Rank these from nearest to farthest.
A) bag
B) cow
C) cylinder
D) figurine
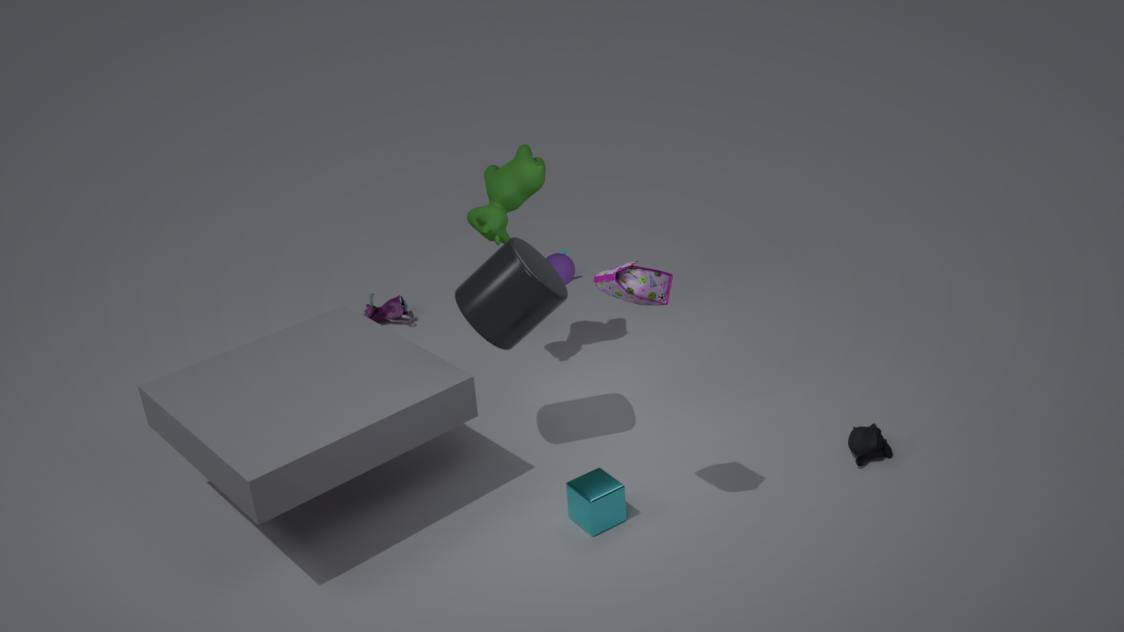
bag
cylinder
cow
figurine
